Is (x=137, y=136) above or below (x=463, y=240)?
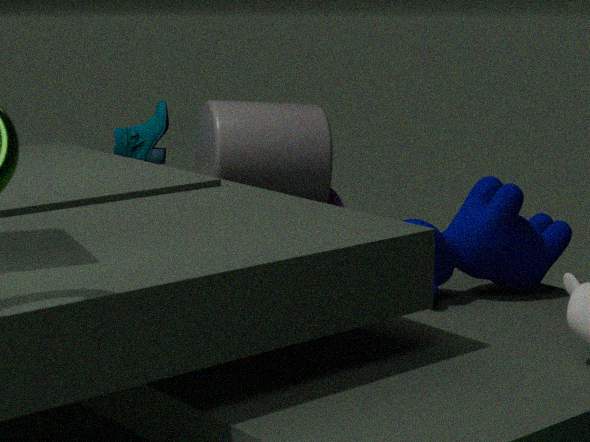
above
